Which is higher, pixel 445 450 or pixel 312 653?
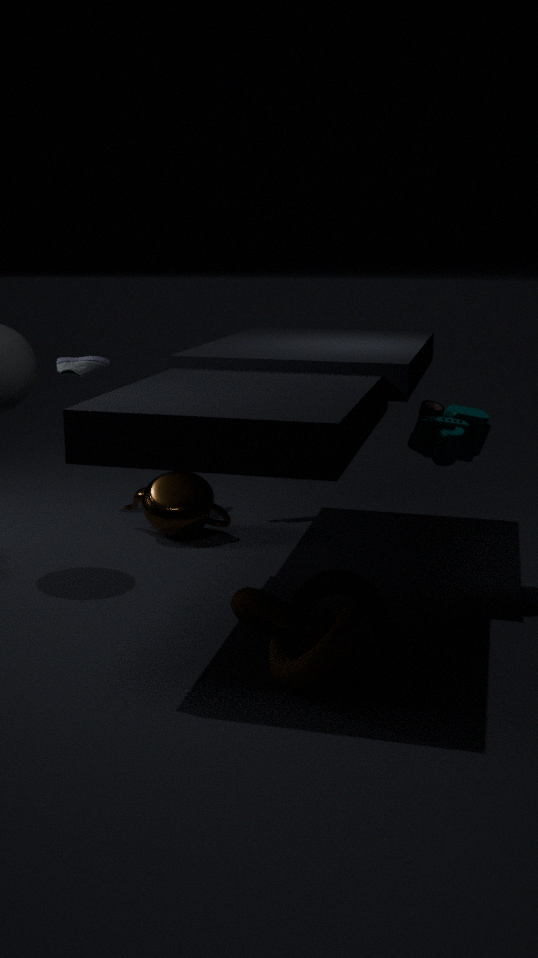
pixel 445 450
